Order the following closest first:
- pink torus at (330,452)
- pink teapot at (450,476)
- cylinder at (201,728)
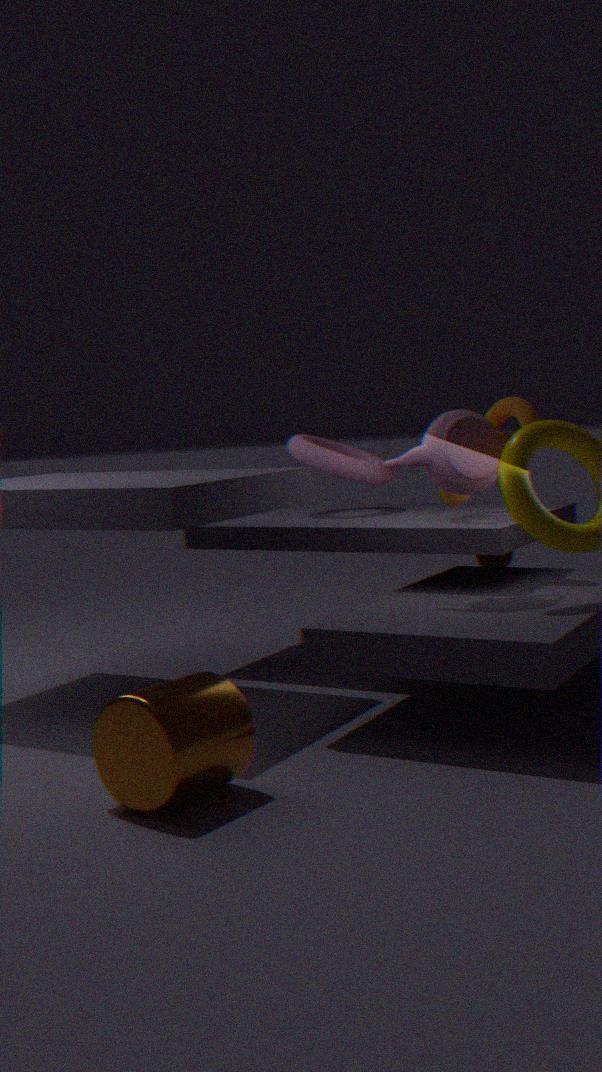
1. cylinder at (201,728)
2. pink teapot at (450,476)
3. pink torus at (330,452)
